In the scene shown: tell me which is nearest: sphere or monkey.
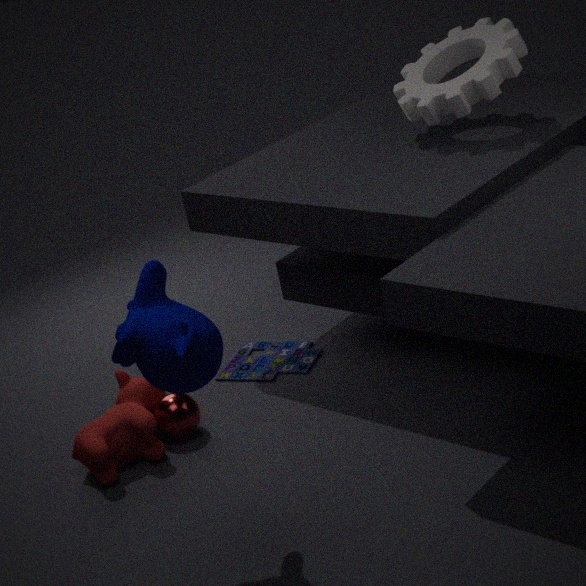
monkey
